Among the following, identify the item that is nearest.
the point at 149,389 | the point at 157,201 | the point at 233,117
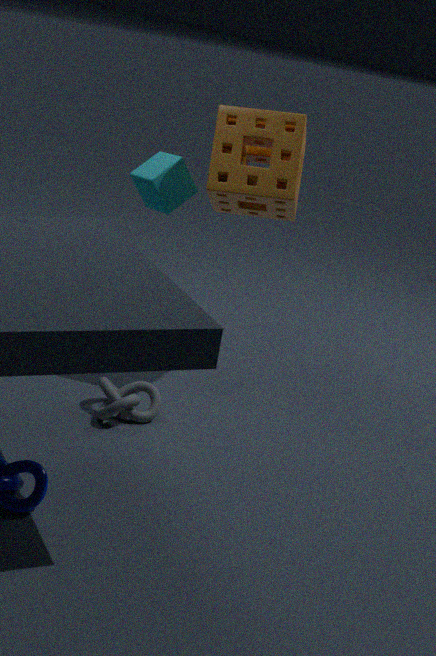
the point at 149,389
